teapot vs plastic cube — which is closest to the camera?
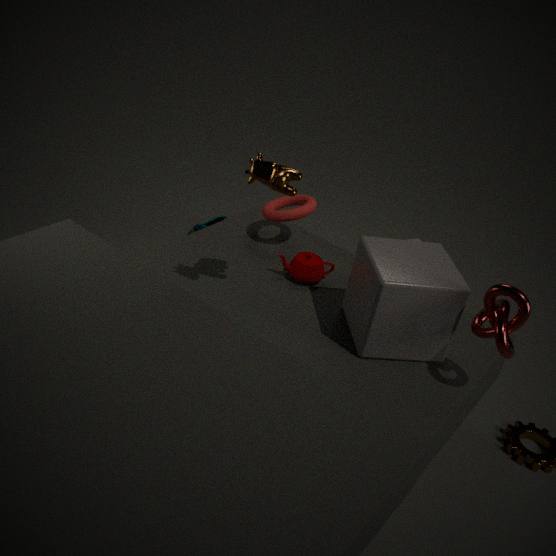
plastic cube
